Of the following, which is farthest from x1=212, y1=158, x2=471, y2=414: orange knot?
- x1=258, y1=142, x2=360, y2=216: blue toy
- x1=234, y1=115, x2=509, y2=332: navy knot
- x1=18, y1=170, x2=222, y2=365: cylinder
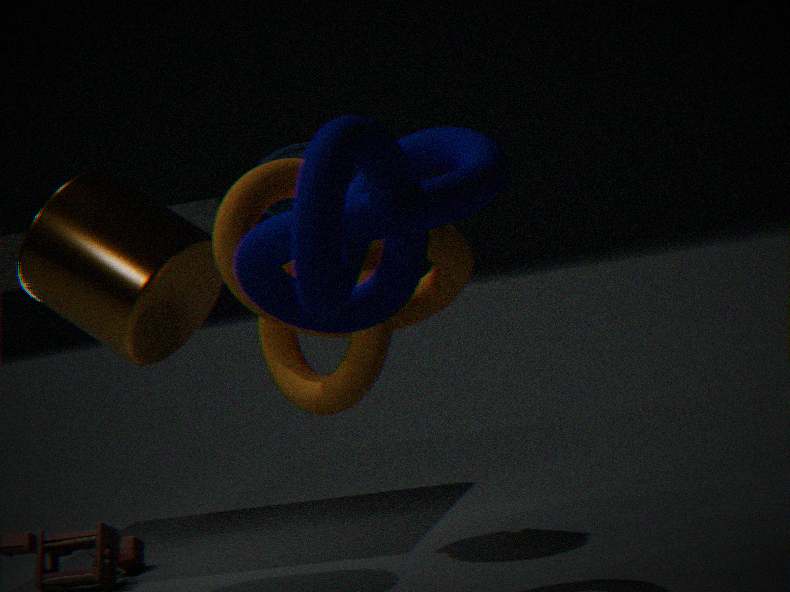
x1=258, y1=142, x2=360, y2=216: blue toy
